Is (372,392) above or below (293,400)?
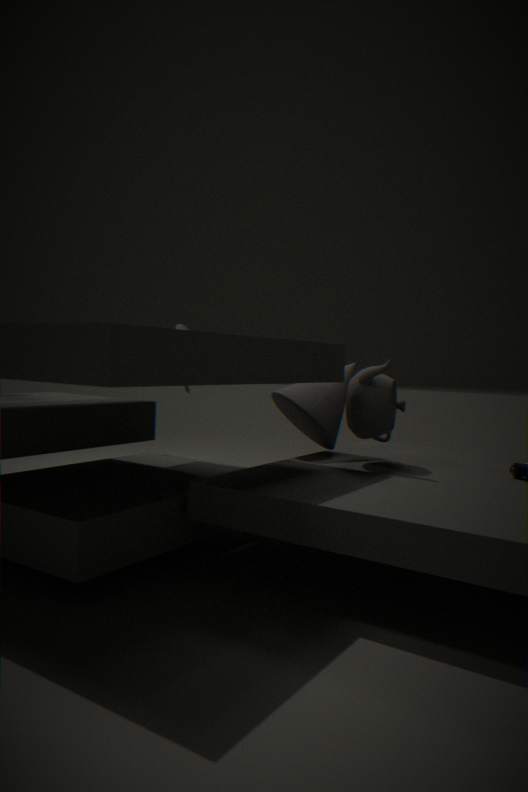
above
